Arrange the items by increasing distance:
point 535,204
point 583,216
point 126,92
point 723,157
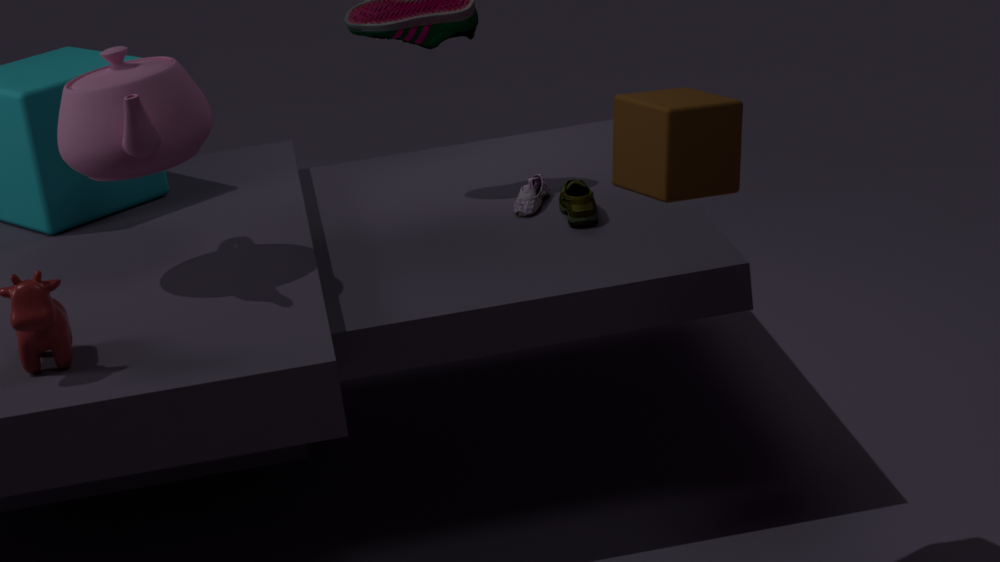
point 723,157
point 126,92
point 583,216
point 535,204
